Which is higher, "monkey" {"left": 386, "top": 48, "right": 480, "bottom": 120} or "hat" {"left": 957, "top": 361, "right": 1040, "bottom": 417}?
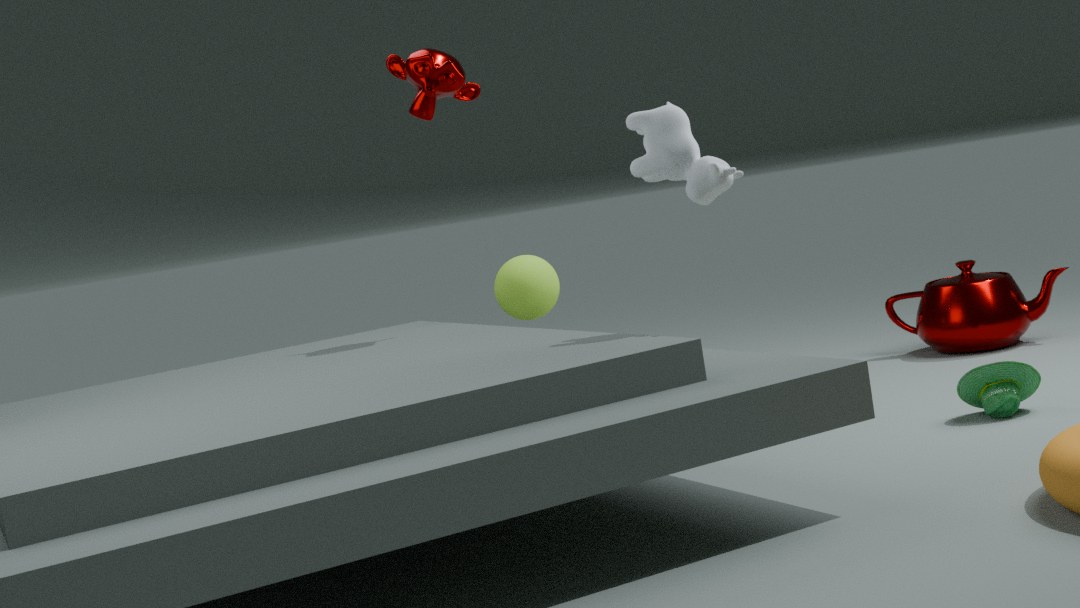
"monkey" {"left": 386, "top": 48, "right": 480, "bottom": 120}
